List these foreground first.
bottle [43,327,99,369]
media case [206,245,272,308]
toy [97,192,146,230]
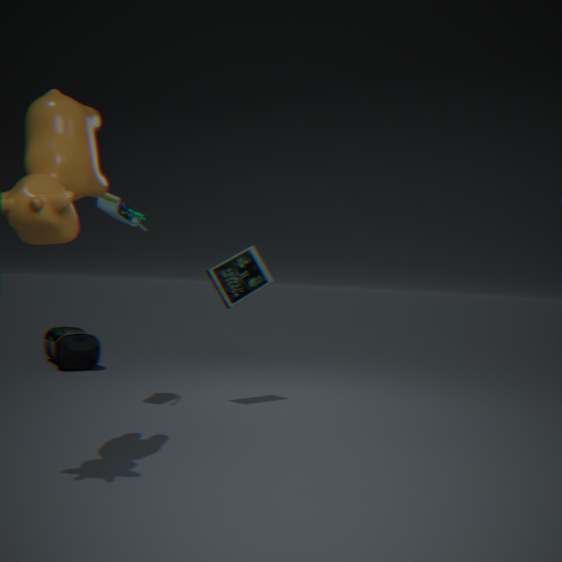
toy [97,192,146,230] → media case [206,245,272,308] → bottle [43,327,99,369]
